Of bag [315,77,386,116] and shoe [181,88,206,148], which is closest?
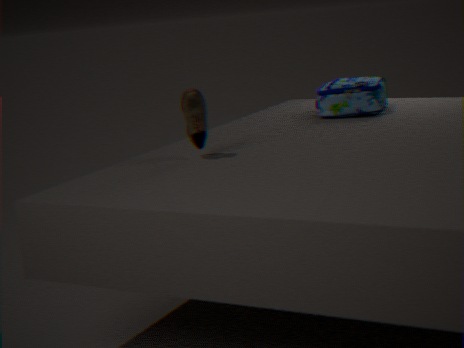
shoe [181,88,206,148]
